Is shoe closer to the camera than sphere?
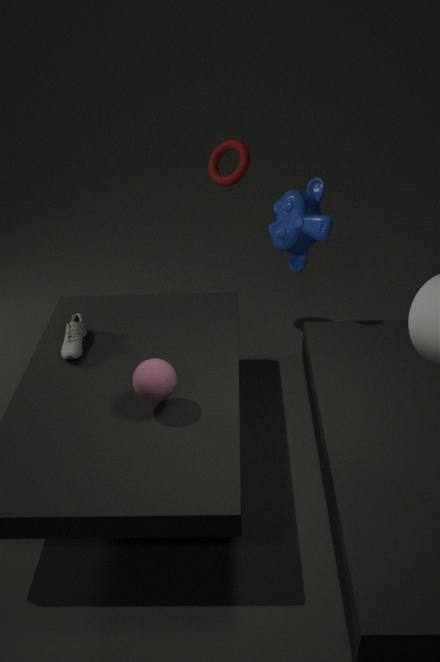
No
